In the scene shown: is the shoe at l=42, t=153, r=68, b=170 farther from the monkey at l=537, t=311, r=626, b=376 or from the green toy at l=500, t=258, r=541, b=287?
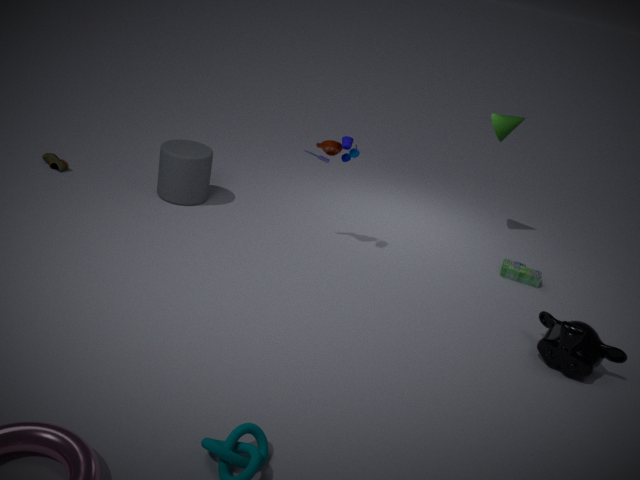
the monkey at l=537, t=311, r=626, b=376
